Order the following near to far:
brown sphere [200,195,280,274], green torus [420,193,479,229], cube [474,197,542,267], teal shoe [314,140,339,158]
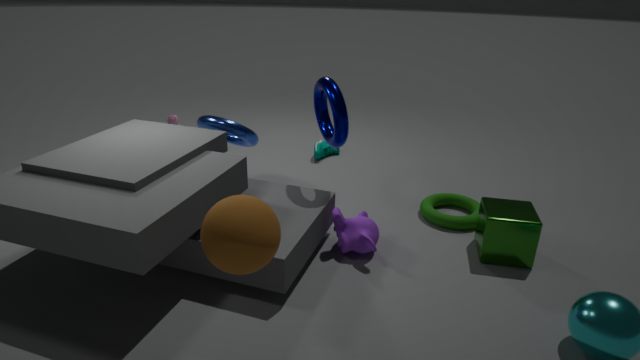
1. brown sphere [200,195,280,274]
2. cube [474,197,542,267]
3. green torus [420,193,479,229]
4. teal shoe [314,140,339,158]
